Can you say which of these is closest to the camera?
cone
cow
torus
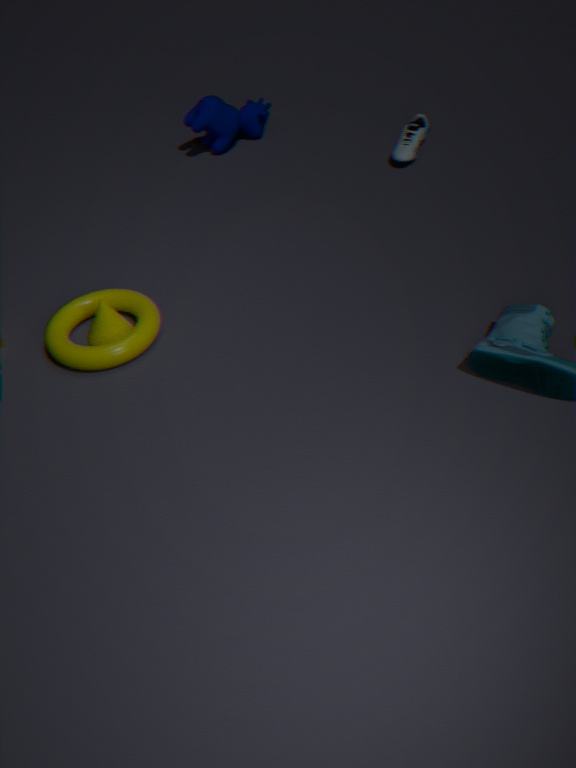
torus
